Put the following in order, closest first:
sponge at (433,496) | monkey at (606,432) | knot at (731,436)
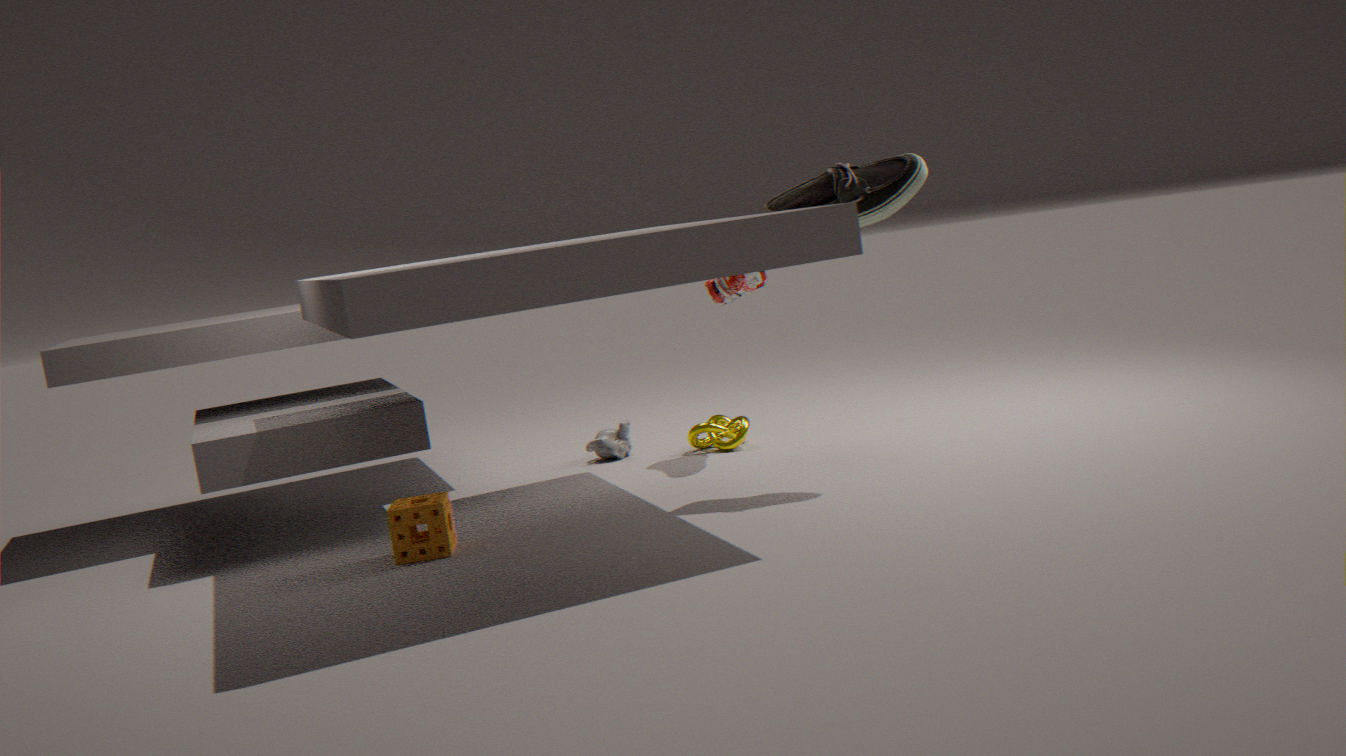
sponge at (433,496), knot at (731,436), monkey at (606,432)
